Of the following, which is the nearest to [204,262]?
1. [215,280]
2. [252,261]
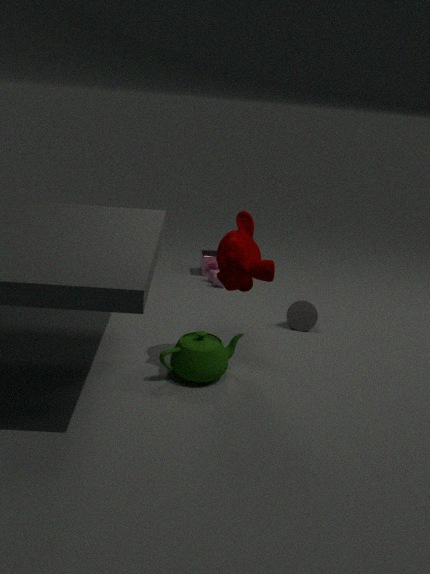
[215,280]
